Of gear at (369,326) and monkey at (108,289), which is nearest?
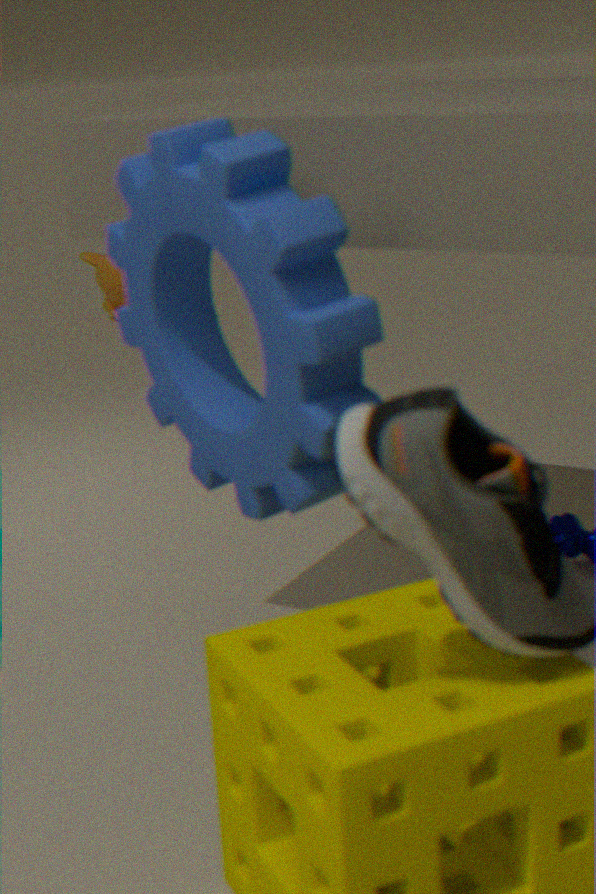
gear at (369,326)
